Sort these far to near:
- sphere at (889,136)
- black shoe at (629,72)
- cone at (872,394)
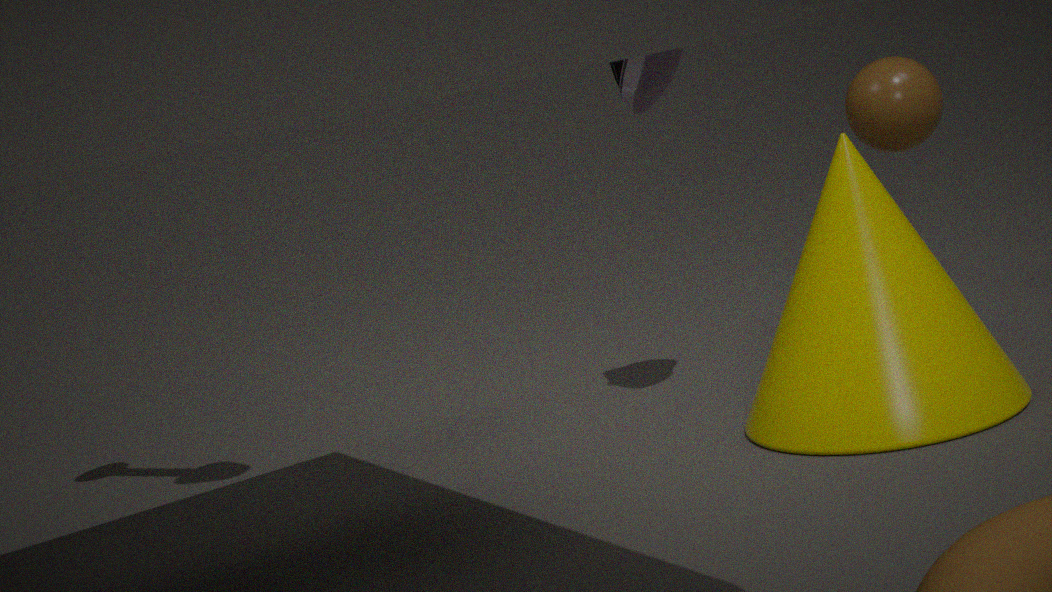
1. sphere at (889,136)
2. black shoe at (629,72)
3. cone at (872,394)
